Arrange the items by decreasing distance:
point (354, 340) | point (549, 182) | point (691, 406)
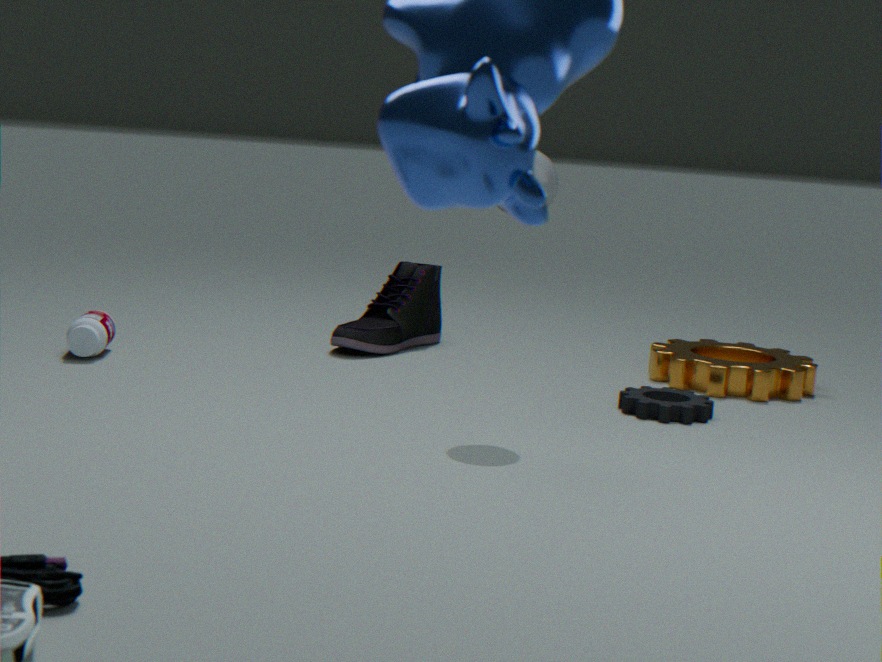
point (354, 340)
point (691, 406)
point (549, 182)
